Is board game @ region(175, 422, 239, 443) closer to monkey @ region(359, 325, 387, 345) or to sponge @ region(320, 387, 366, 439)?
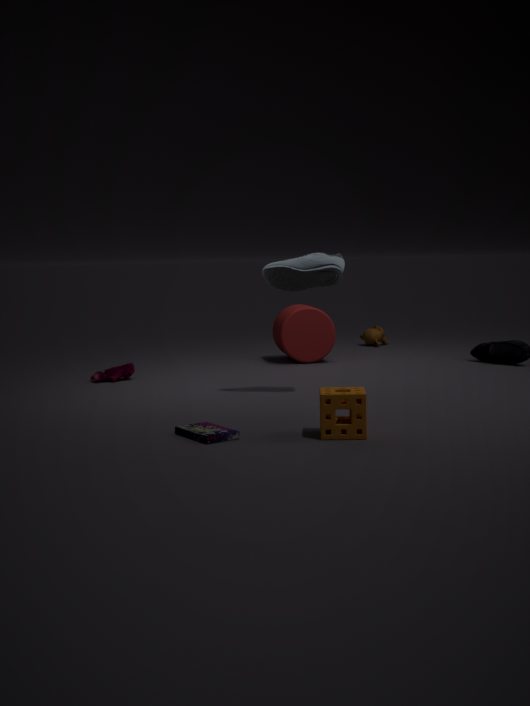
sponge @ region(320, 387, 366, 439)
